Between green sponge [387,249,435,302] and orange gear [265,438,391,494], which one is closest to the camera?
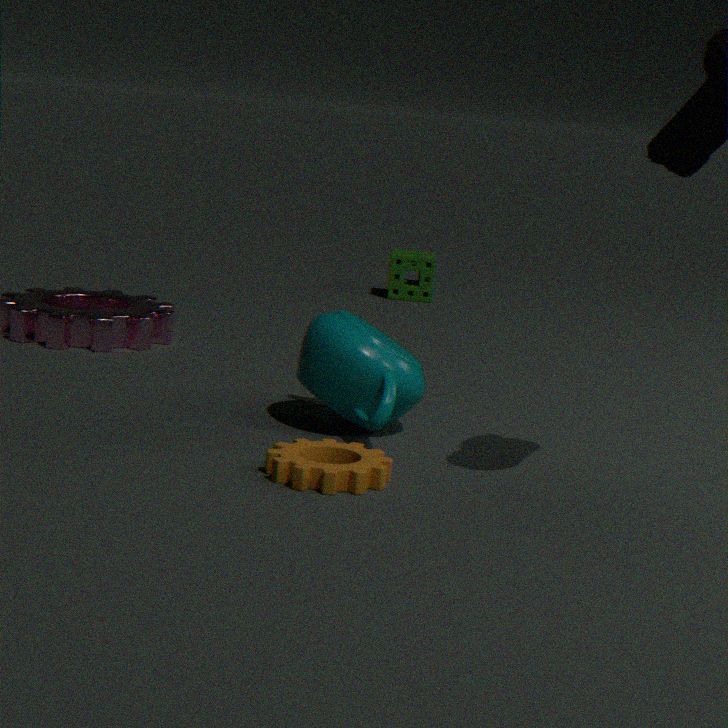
orange gear [265,438,391,494]
